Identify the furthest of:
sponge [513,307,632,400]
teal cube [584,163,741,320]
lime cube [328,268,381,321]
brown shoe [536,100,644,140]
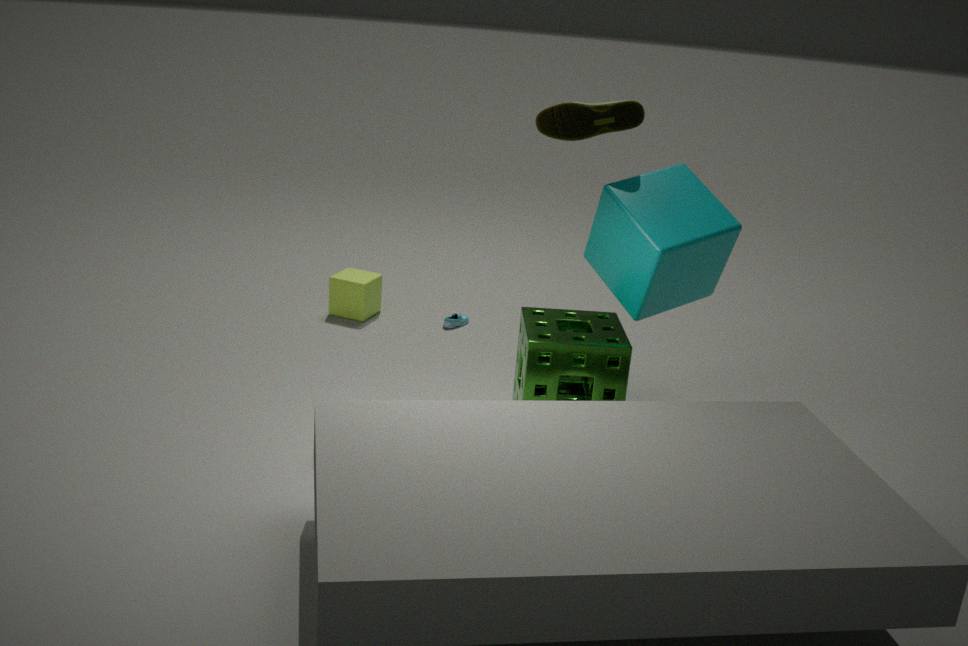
lime cube [328,268,381,321]
